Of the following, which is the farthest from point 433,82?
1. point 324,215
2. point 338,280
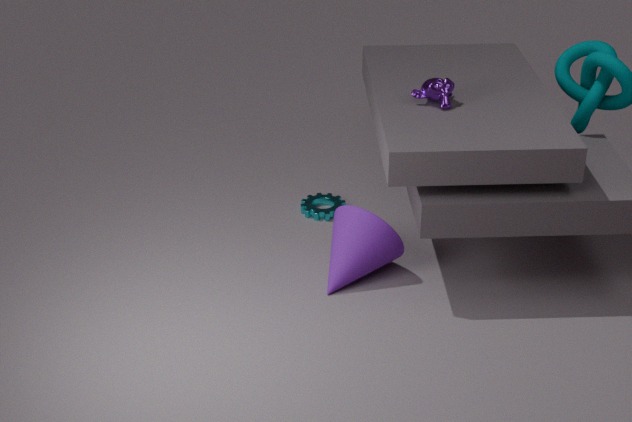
point 324,215
